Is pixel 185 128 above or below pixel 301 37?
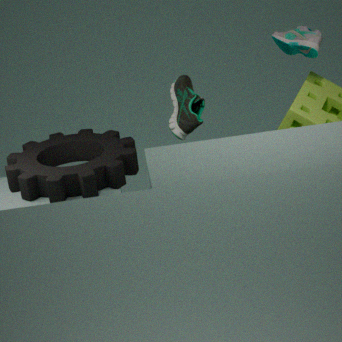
below
